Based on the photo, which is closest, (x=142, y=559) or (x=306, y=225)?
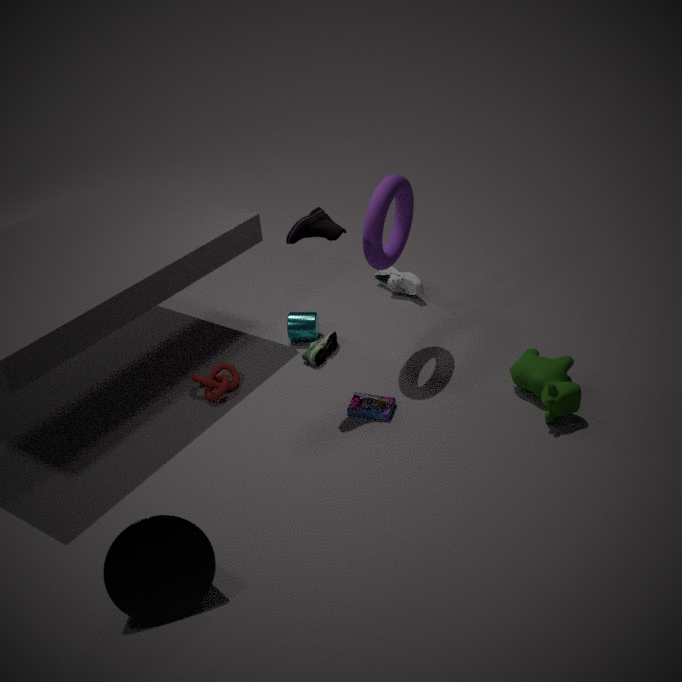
(x=142, y=559)
